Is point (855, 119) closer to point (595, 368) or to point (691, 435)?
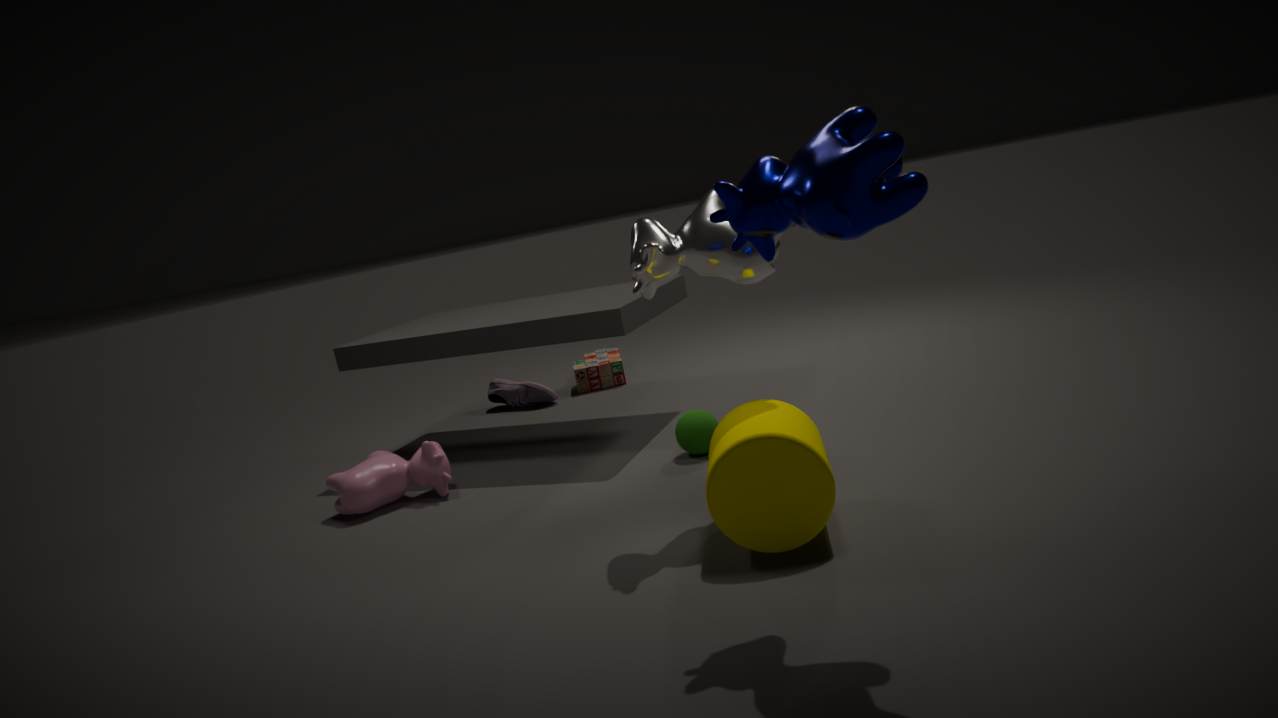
point (691, 435)
